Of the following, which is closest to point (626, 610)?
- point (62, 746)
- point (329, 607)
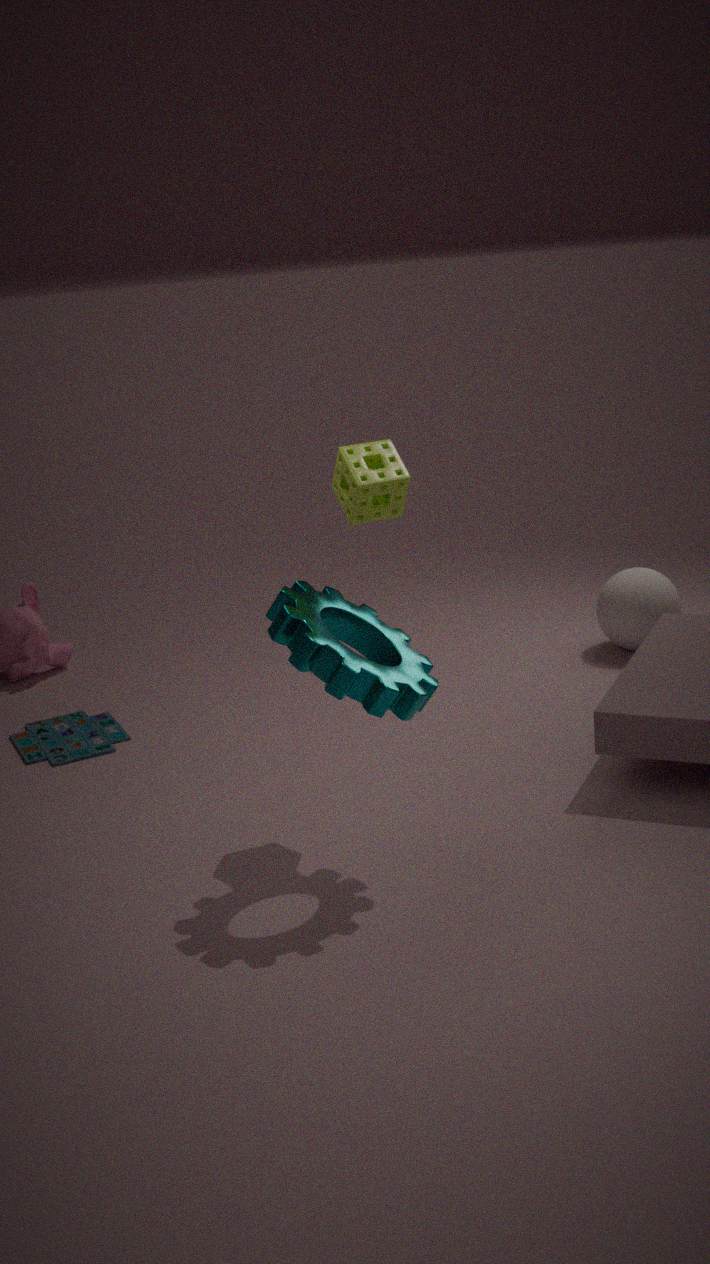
point (329, 607)
